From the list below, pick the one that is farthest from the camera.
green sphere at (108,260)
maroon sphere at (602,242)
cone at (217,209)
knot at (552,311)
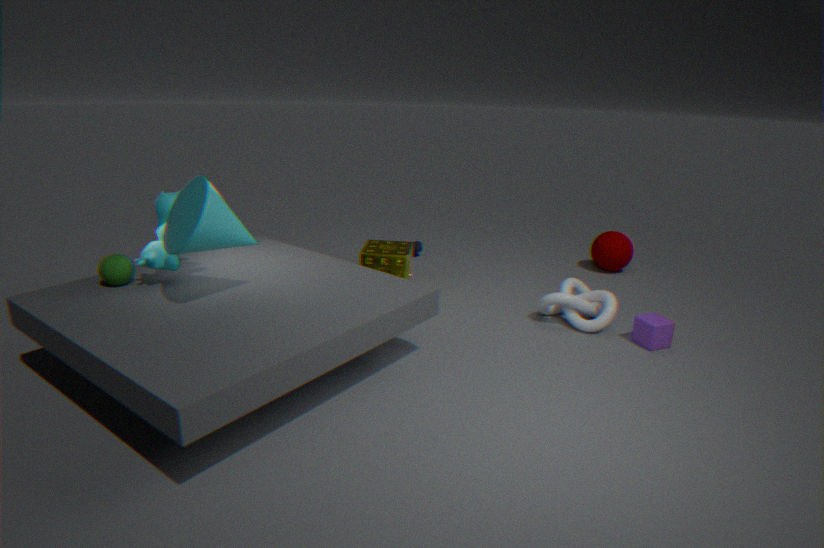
maroon sphere at (602,242)
